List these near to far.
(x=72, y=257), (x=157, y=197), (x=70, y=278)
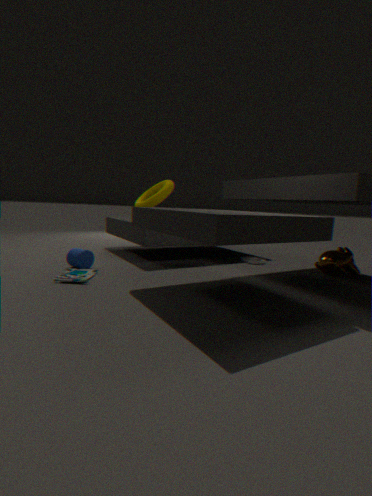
(x=70, y=278) → (x=72, y=257) → (x=157, y=197)
